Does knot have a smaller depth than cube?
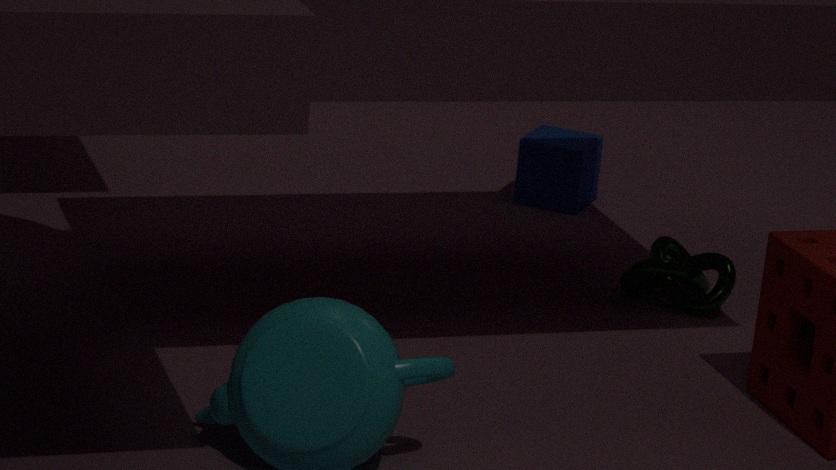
Yes
